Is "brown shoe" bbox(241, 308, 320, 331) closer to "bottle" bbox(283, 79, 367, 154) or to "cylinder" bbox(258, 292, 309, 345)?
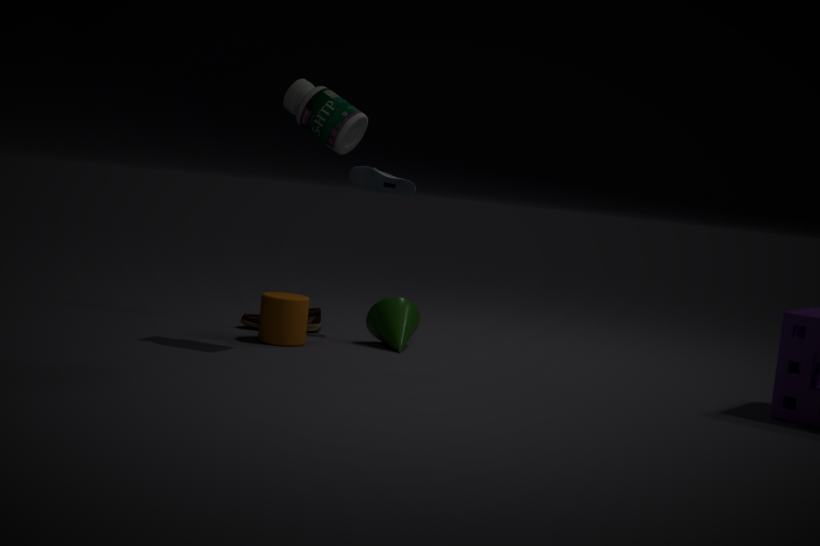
"cylinder" bbox(258, 292, 309, 345)
